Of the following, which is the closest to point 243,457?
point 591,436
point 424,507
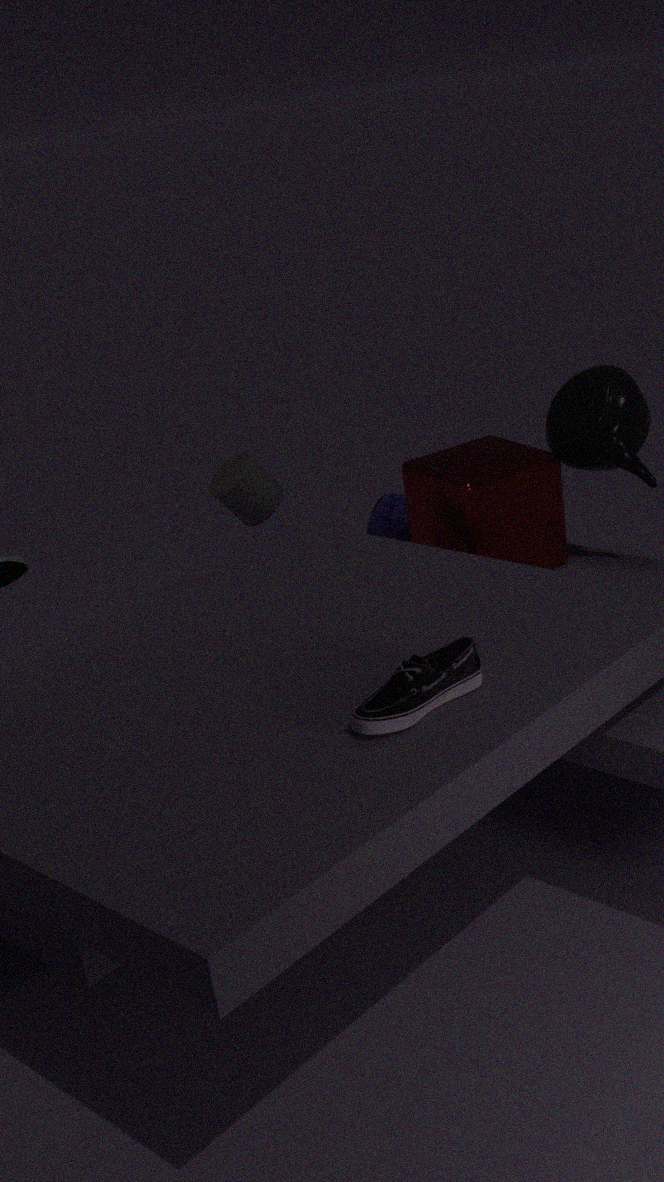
point 424,507
